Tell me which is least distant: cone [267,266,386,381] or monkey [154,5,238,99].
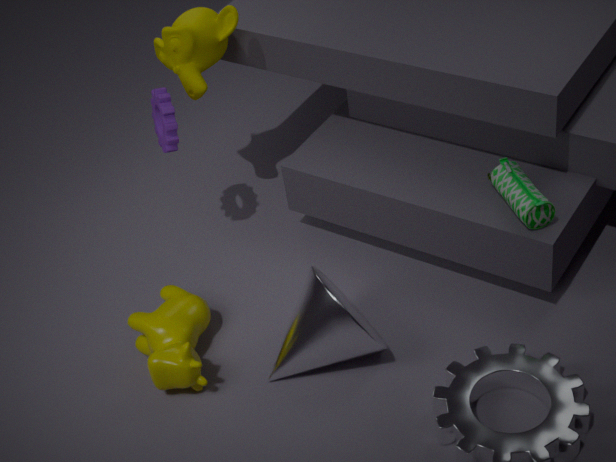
cone [267,266,386,381]
